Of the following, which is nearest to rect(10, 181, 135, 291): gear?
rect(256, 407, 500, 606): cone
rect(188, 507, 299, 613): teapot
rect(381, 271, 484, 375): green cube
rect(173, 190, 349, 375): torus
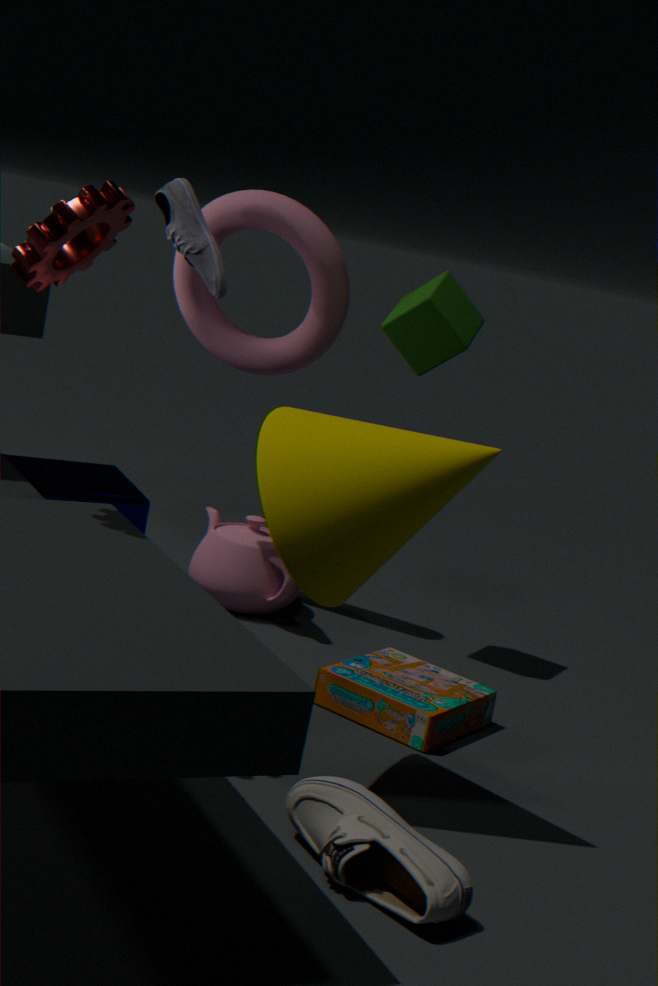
rect(256, 407, 500, 606): cone
